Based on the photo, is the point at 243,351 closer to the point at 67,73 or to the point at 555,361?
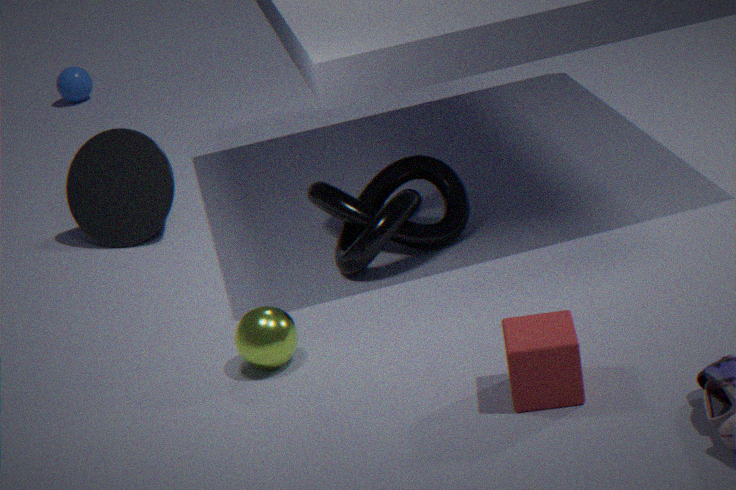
the point at 555,361
